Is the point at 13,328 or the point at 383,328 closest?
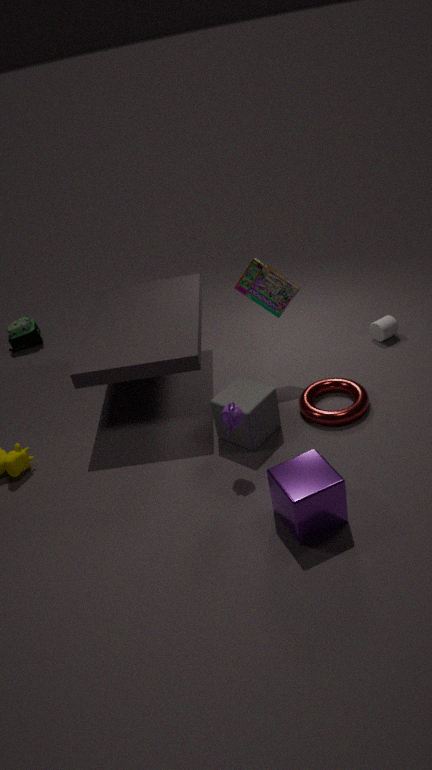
the point at 383,328
